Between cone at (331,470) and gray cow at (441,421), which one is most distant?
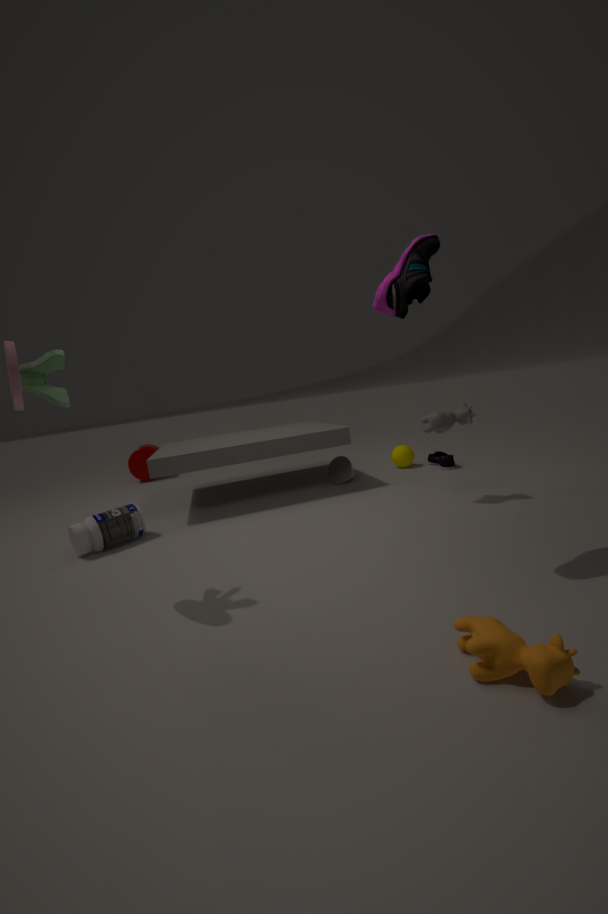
cone at (331,470)
